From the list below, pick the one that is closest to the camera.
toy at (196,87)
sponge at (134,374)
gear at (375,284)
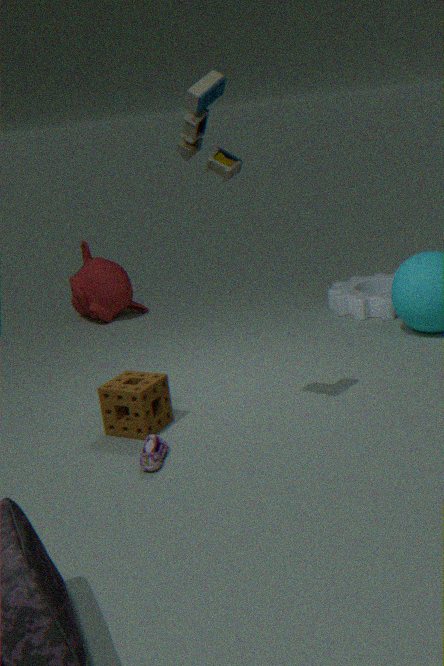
toy at (196,87)
